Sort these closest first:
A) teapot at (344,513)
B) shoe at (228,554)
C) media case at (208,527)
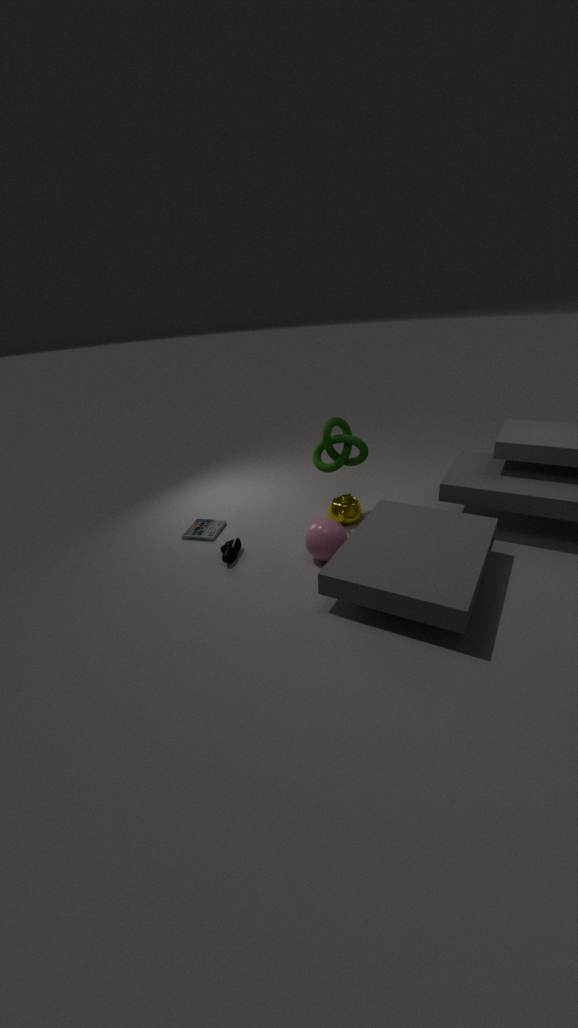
shoe at (228,554) → teapot at (344,513) → media case at (208,527)
